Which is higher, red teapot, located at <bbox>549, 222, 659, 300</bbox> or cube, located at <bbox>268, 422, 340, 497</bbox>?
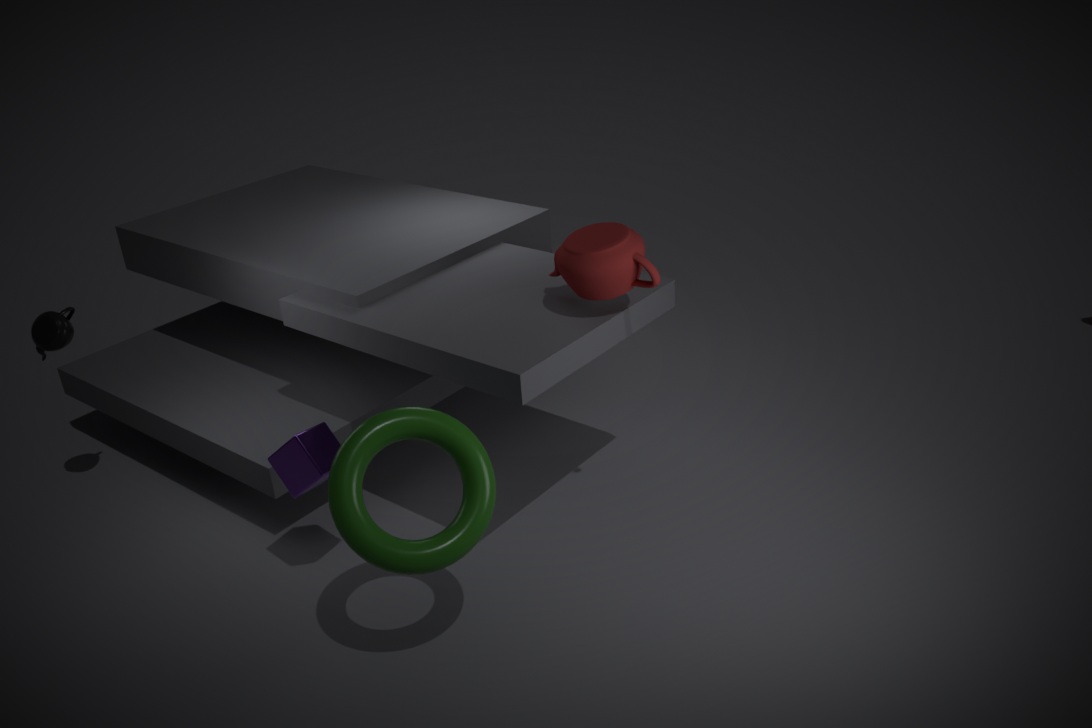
red teapot, located at <bbox>549, 222, 659, 300</bbox>
